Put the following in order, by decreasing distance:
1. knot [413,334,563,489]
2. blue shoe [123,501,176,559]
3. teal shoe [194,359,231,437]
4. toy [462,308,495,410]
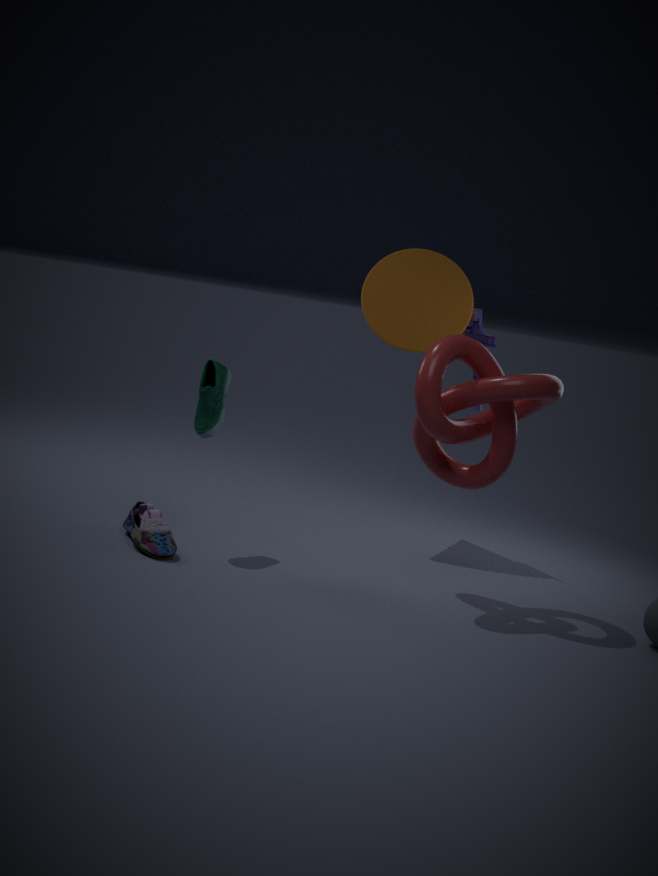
toy [462,308,495,410] < teal shoe [194,359,231,437] < blue shoe [123,501,176,559] < knot [413,334,563,489]
